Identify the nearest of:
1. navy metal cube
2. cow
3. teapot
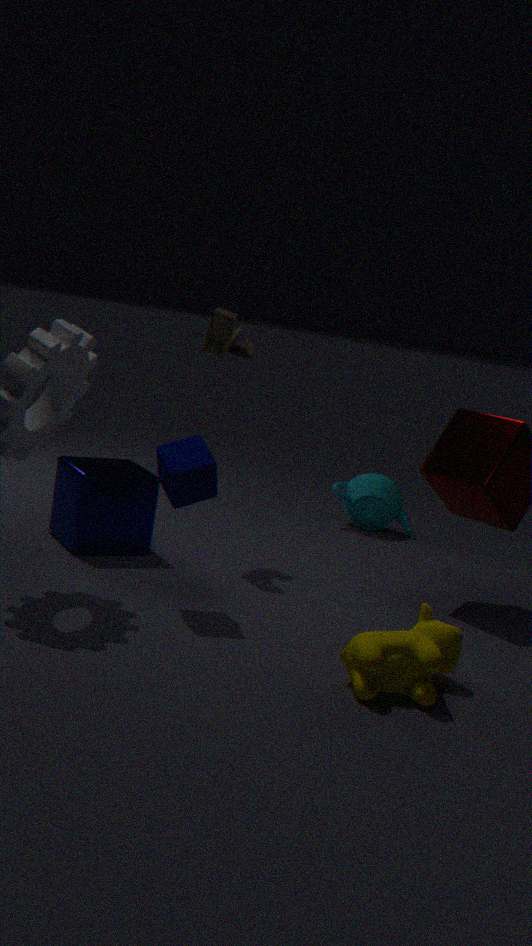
cow
